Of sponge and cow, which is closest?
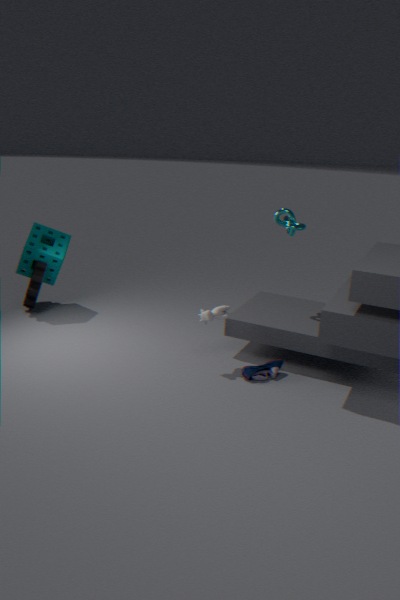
cow
